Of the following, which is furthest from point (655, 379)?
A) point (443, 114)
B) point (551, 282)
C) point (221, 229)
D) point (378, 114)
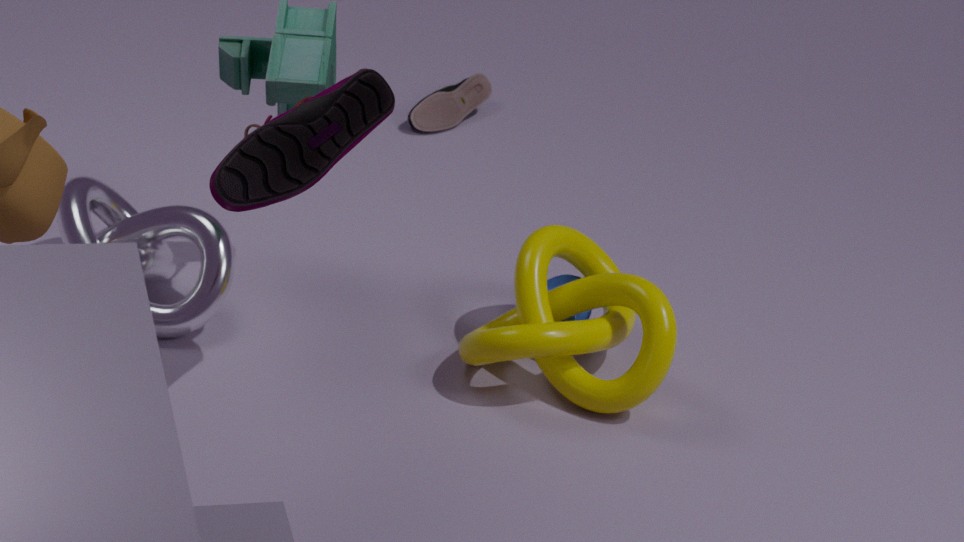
point (443, 114)
